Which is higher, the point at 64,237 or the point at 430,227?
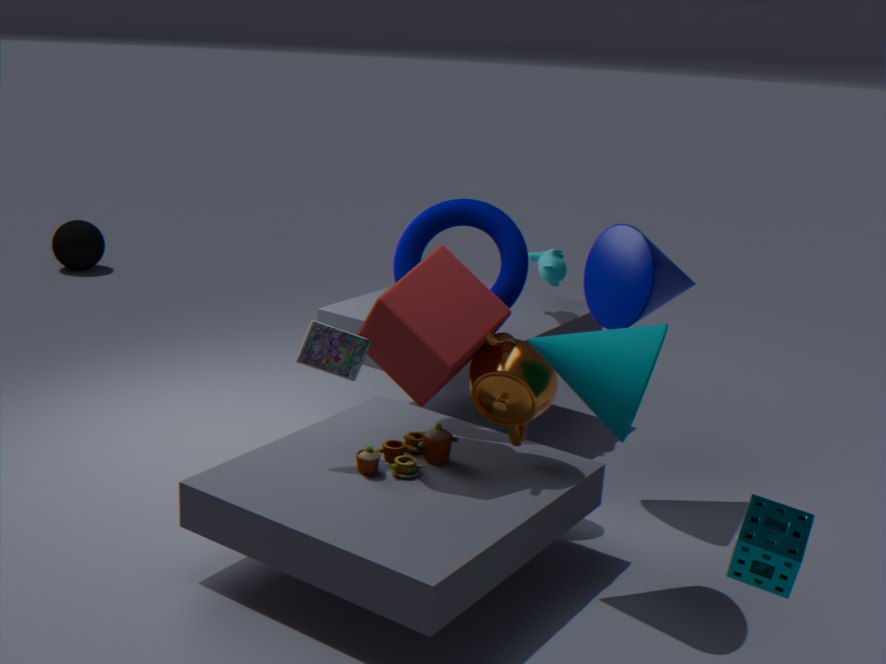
the point at 430,227
